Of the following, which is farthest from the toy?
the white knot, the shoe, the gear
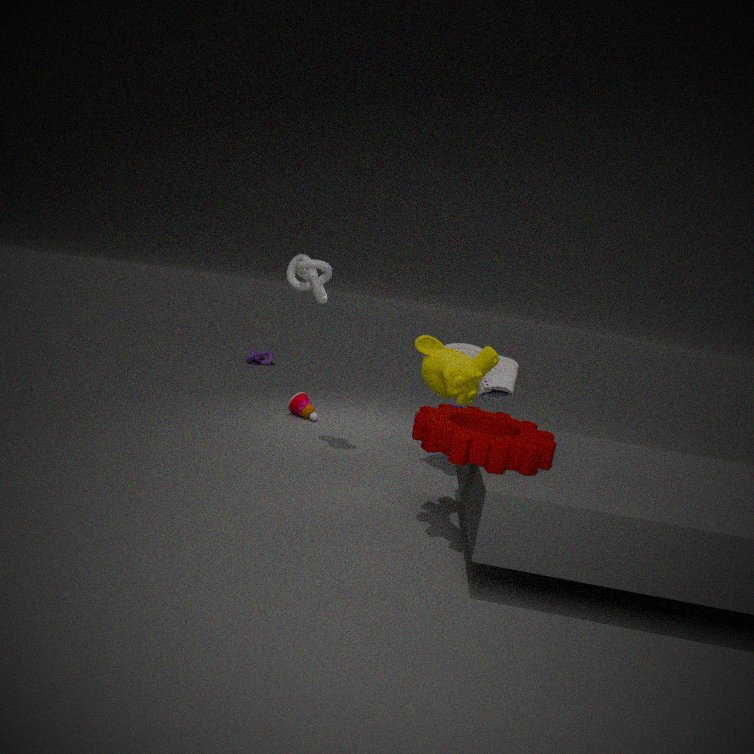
the gear
